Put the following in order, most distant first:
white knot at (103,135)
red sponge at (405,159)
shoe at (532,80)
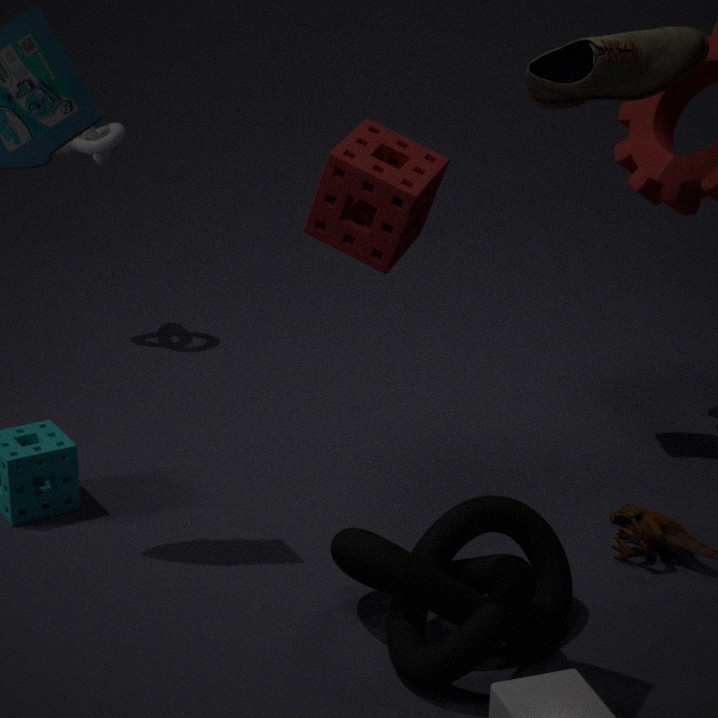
white knot at (103,135)
shoe at (532,80)
red sponge at (405,159)
